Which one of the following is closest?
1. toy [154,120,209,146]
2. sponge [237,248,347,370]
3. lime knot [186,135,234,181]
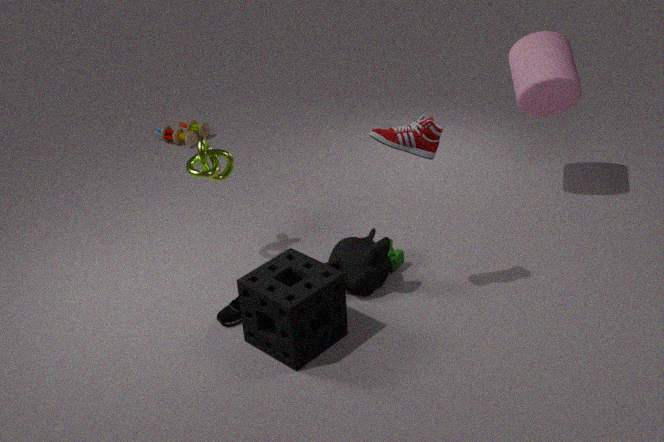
sponge [237,248,347,370]
